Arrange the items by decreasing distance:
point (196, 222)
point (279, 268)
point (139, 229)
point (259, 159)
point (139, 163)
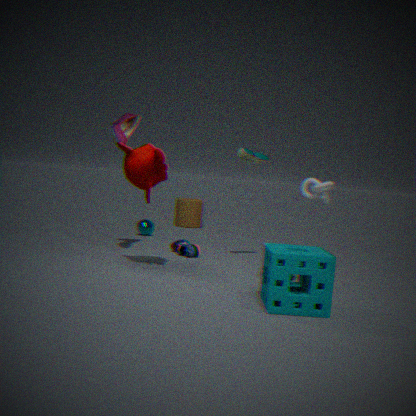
point (196, 222)
point (139, 229)
point (259, 159)
point (139, 163)
point (279, 268)
